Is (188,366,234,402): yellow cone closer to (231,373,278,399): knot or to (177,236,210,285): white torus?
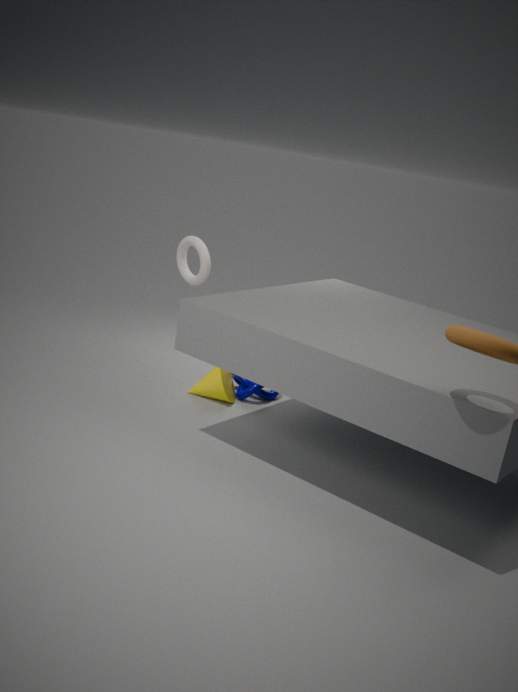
(231,373,278,399): knot
